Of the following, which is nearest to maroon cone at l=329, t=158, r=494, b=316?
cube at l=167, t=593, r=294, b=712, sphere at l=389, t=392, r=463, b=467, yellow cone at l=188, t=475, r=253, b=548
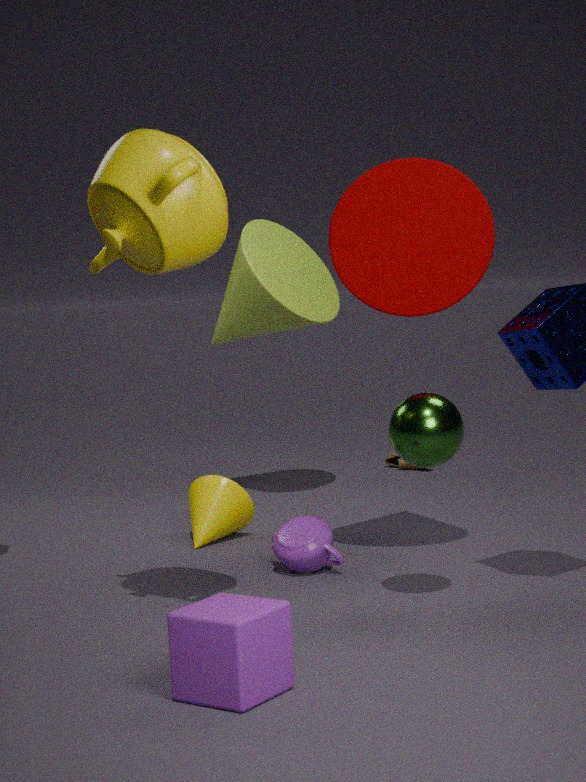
sphere at l=389, t=392, r=463, b=467
